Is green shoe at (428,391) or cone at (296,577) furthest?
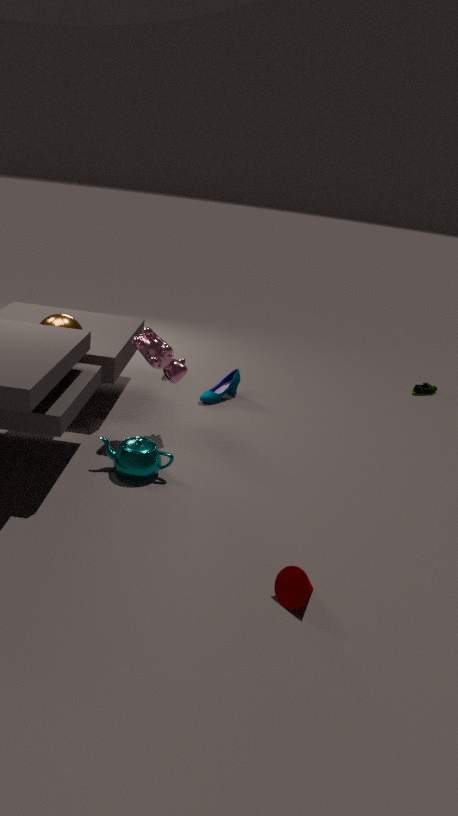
green shoe at (428,391)
